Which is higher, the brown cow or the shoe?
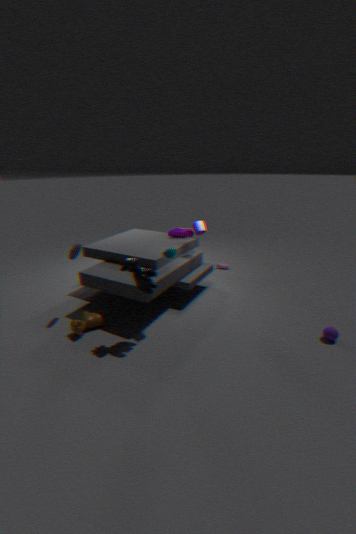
the shoe
